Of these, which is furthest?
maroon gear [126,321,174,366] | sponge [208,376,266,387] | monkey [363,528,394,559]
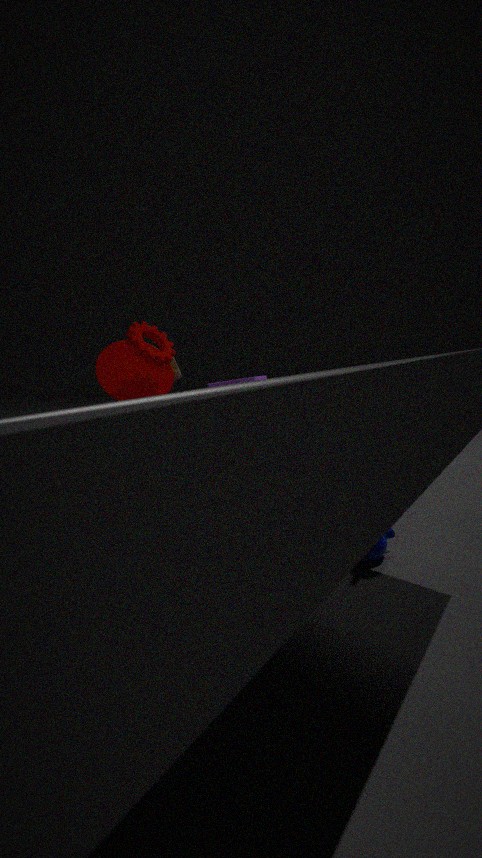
sponge [208,376,266,387]
